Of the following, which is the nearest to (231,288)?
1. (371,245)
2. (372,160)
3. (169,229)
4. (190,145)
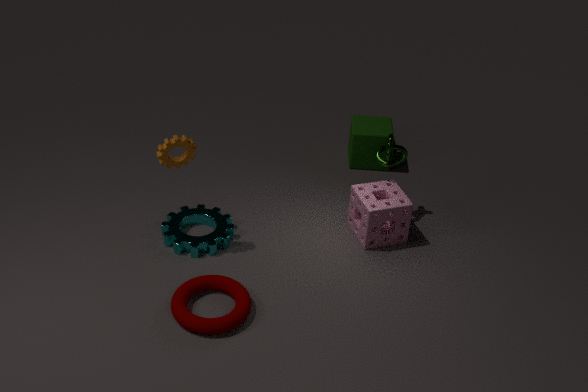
(169,229)
